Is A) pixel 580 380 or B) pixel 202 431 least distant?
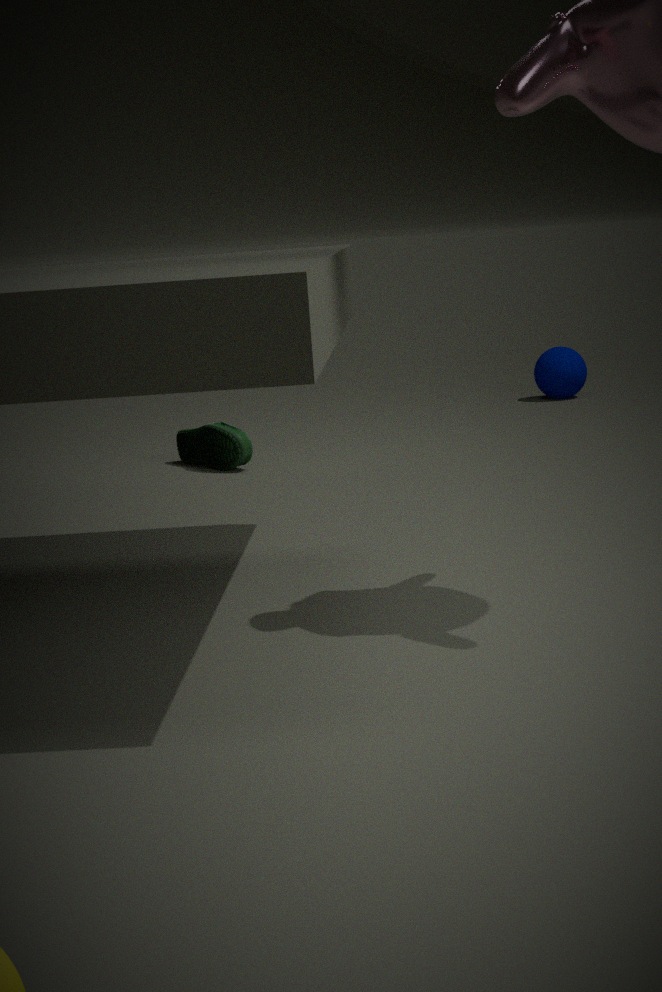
B. pixel 202 431
